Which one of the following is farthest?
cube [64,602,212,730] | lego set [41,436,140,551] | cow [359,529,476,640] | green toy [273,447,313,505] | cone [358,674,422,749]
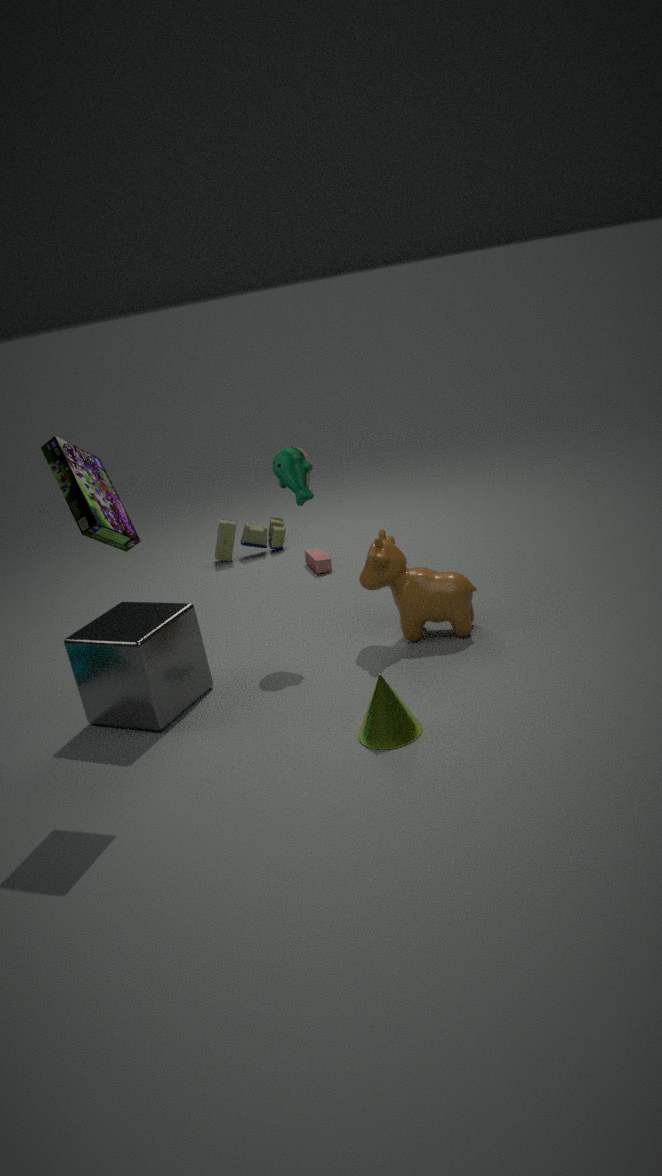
green toy [273,447,313,505]
